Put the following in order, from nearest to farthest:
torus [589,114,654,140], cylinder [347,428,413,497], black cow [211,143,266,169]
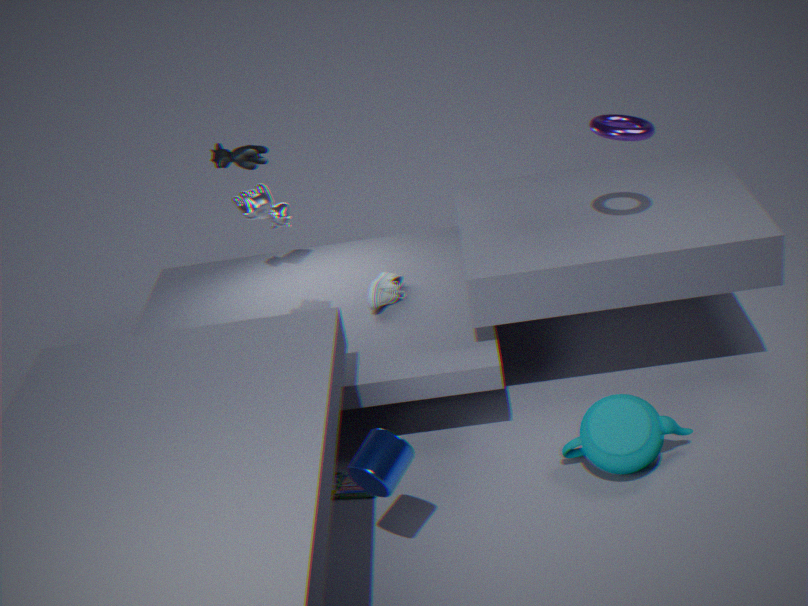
cylinder [347,428,413,497] < torus [589,114,654,140] < black cow [211,143,266,169]
